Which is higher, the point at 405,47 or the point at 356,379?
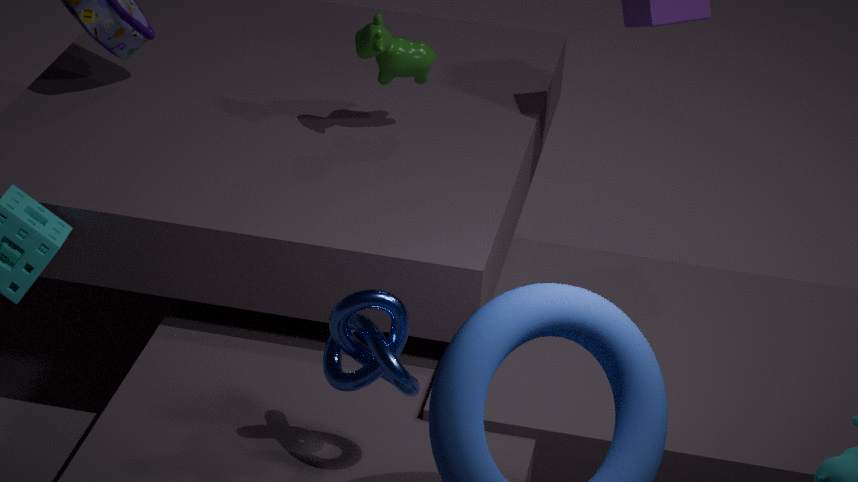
the point at 405,47
